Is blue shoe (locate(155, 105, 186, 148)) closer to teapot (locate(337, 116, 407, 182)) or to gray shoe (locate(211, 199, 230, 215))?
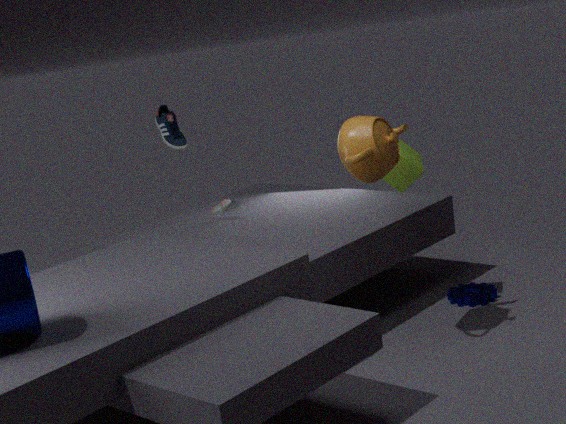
gray shoe (locate(211, 199, 230, 215))
